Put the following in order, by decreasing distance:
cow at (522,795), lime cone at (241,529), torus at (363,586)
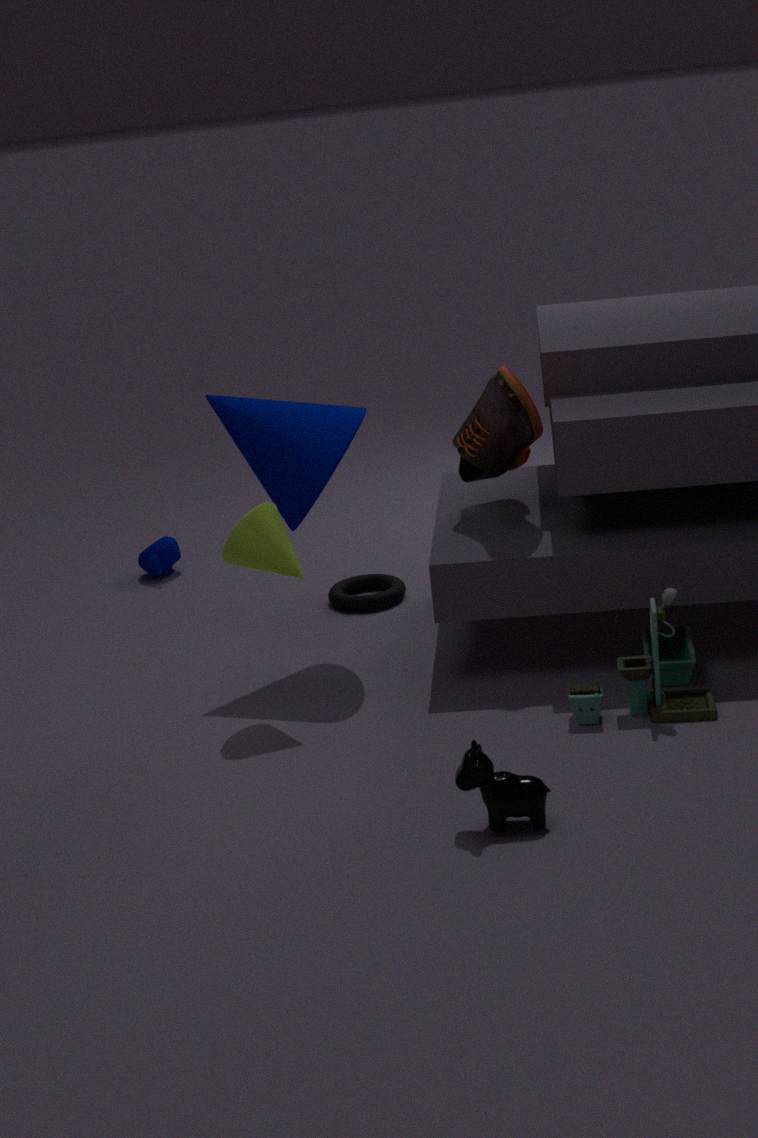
torus at (363,586) < lime cone at (241,529) < cow at (522,795)
